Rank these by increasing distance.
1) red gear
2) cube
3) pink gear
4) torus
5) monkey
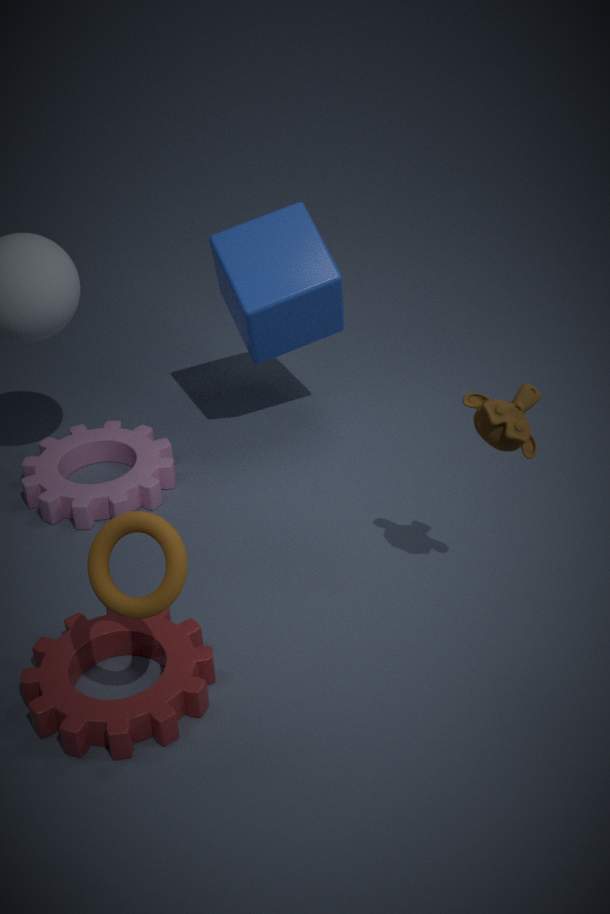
4. torus, 5. monkey, 1. red gear, 2. cube, 3. pink gear
